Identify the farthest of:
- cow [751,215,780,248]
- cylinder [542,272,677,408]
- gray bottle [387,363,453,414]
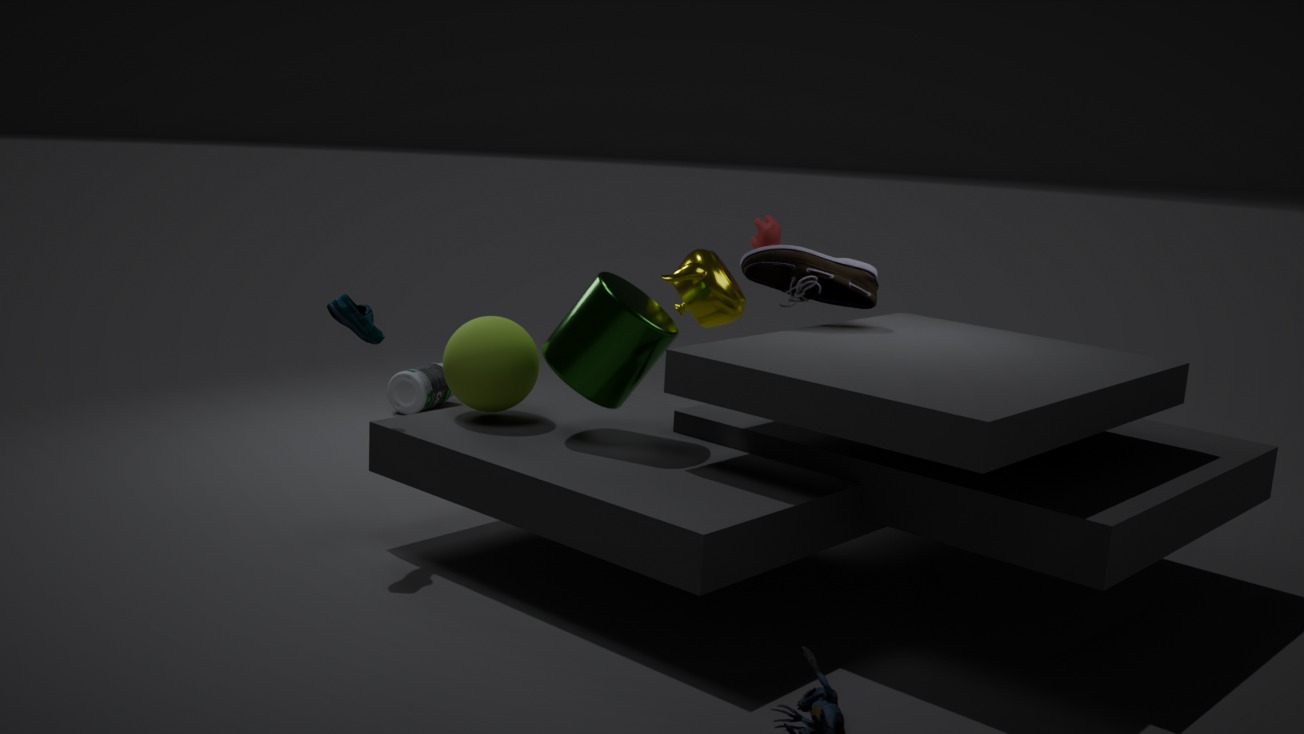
gray bottle [387,363,453,414]
